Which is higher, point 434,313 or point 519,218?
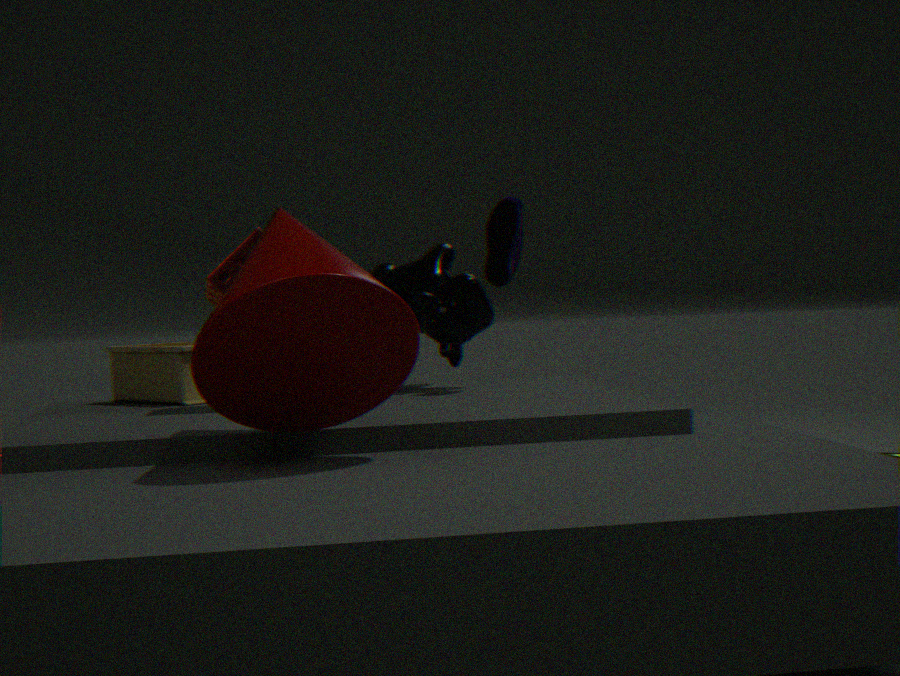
point 519,218
